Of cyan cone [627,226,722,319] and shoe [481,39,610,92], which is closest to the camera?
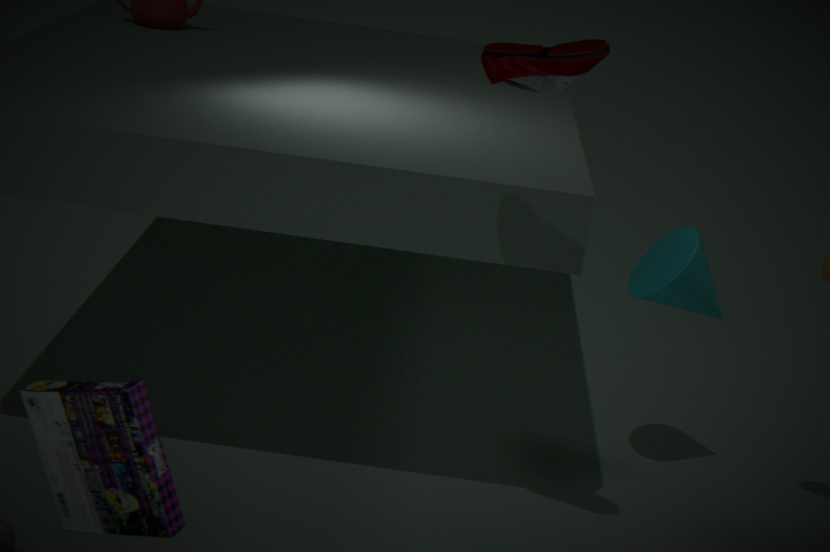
shoe [481,39,610,92]
